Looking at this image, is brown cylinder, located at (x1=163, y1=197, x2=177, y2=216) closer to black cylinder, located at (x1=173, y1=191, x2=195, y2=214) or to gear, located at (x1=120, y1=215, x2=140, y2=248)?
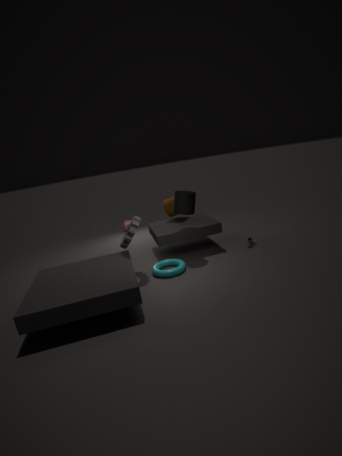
black cylinder, located at (x1=173, y1=191, x2=195, y2=214)
